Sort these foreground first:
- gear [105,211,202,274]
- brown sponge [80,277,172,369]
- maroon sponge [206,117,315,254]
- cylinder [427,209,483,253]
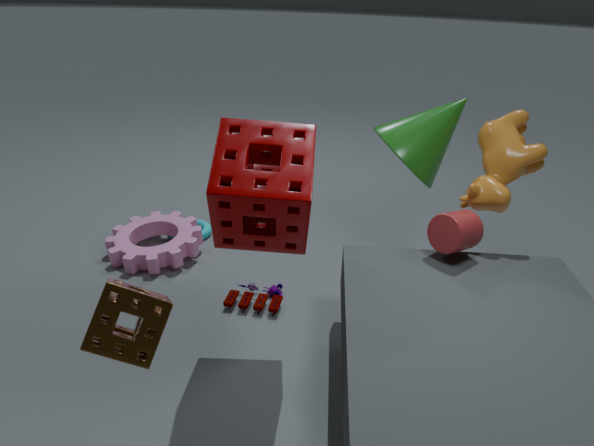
brown sponge [80,277,172,369] → maroon sponge [206,117,315,254] → cylinder [427,209,483,253] → gear [105,211,202,274]
